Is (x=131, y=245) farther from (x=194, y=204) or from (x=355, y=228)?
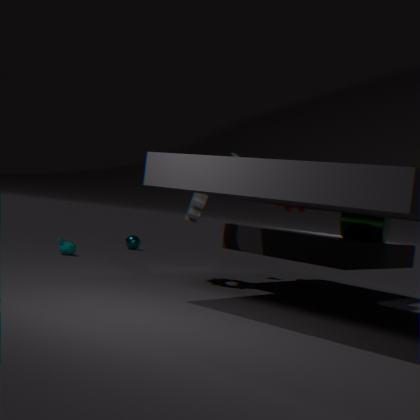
(x=355, y=228)
